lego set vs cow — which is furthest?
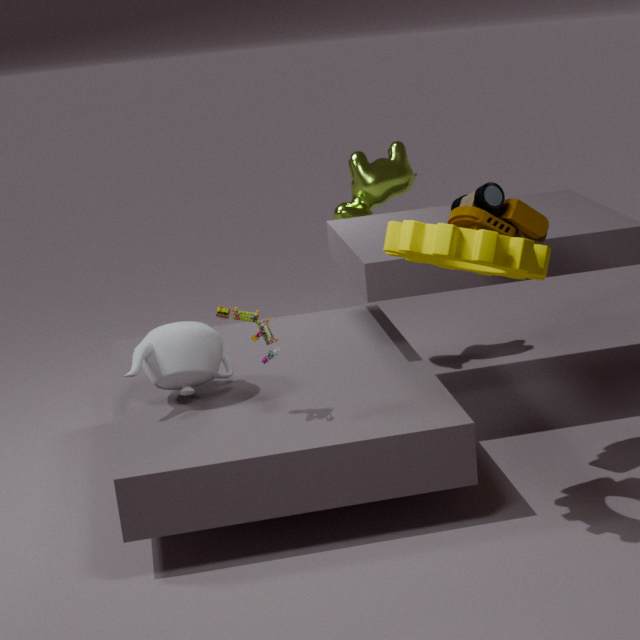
cow
